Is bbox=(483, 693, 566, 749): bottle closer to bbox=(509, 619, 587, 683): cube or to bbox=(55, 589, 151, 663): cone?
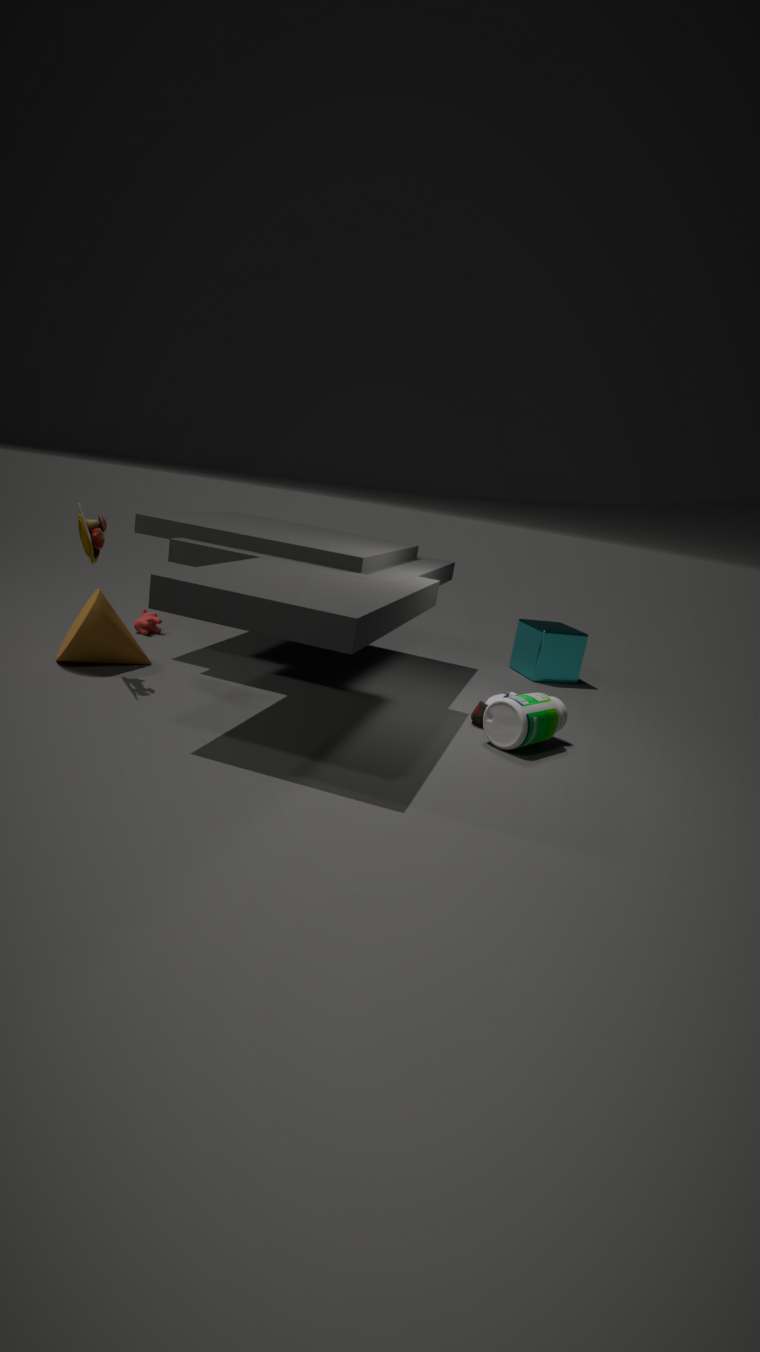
bbox=(509, 619, 587, 683): cube
